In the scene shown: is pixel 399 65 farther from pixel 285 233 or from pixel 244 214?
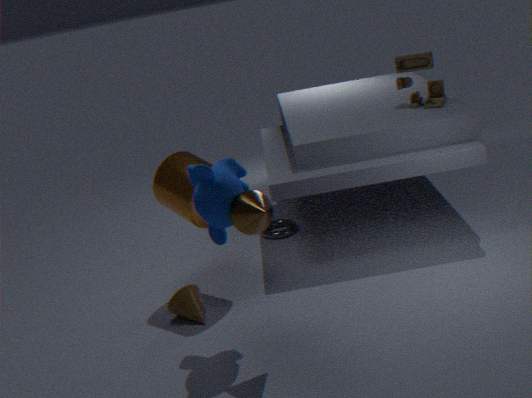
pixel 244 214
